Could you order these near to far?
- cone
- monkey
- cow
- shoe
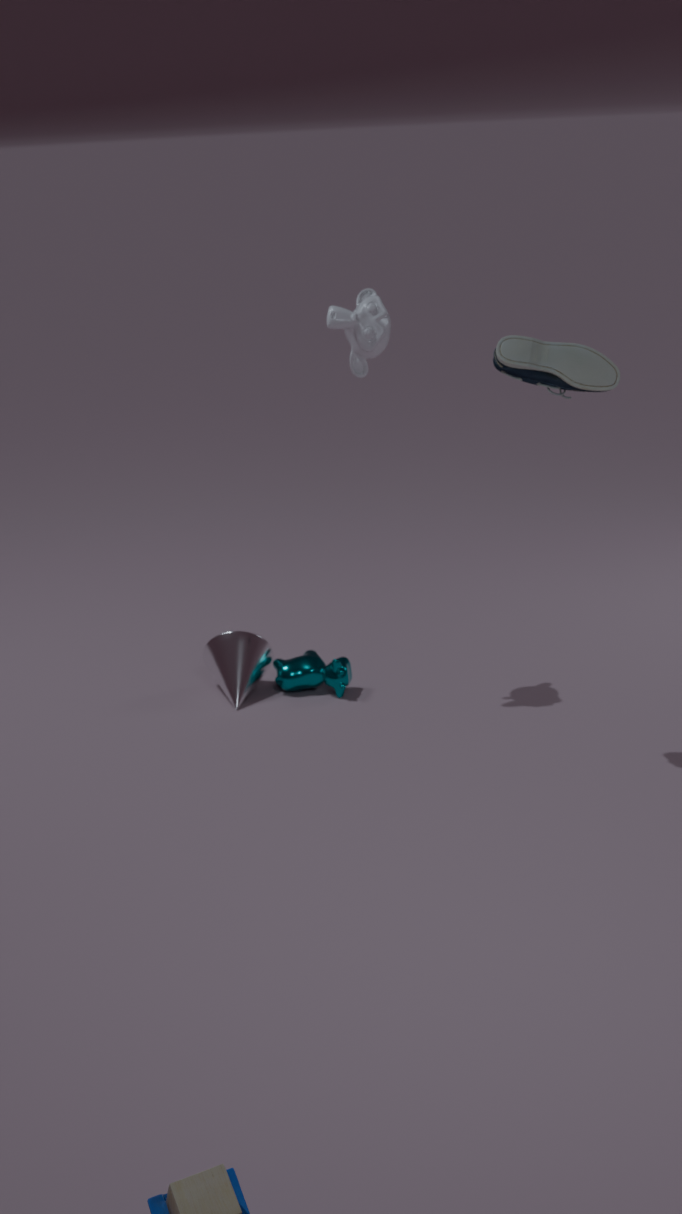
shoe → monkey → cow → cone
